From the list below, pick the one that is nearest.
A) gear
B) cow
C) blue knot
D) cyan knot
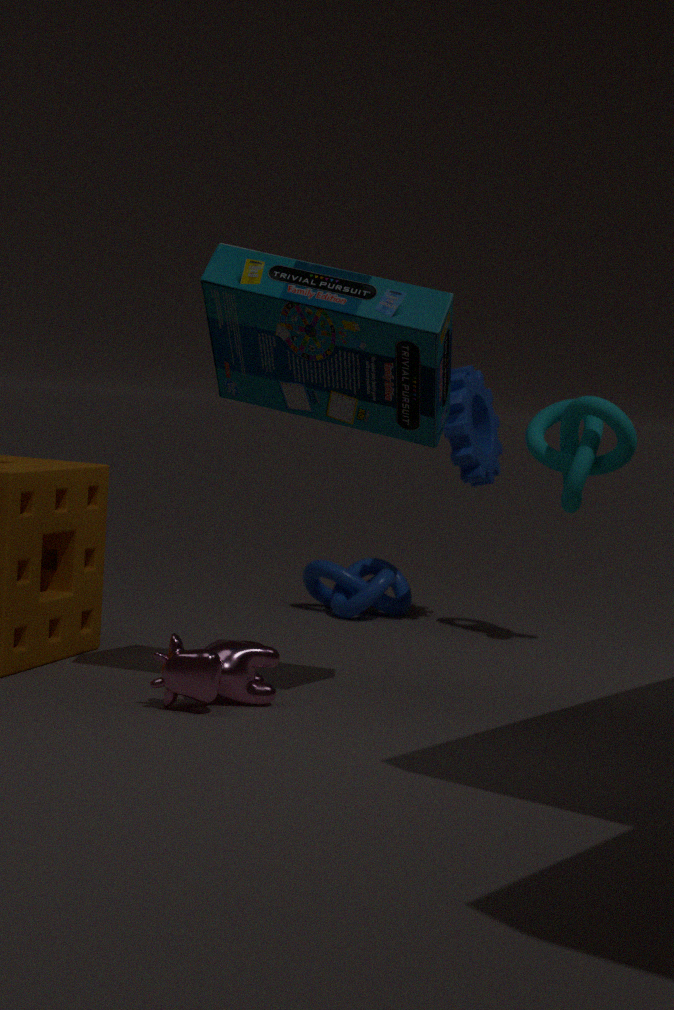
cow
